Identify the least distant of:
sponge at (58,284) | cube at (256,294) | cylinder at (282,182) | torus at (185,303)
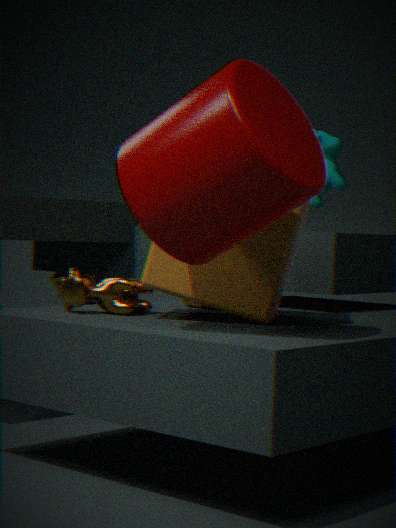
cylinder at (282,182)
